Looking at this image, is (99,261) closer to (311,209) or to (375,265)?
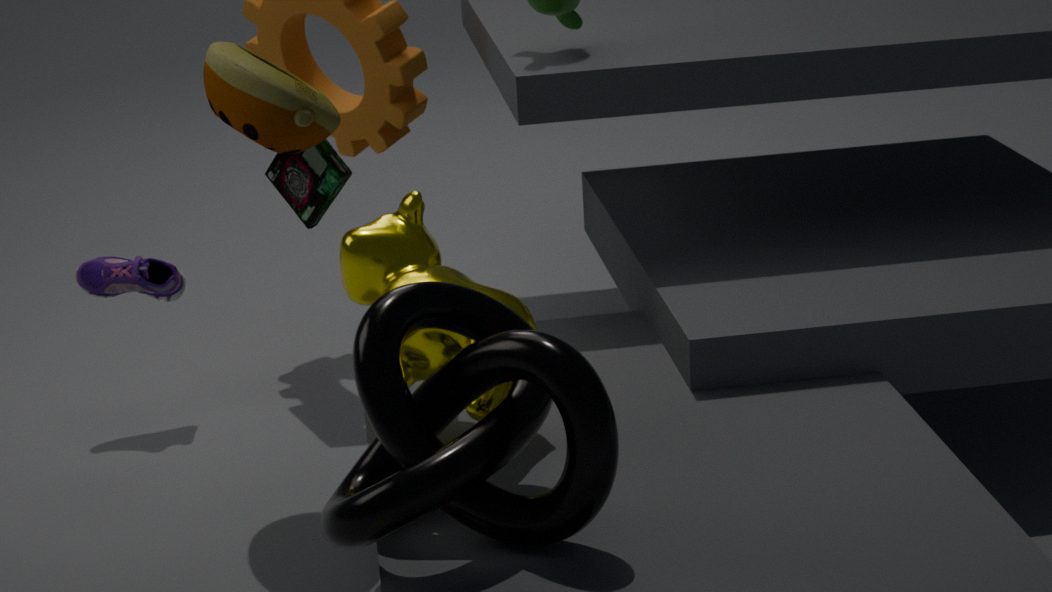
(311,209)
